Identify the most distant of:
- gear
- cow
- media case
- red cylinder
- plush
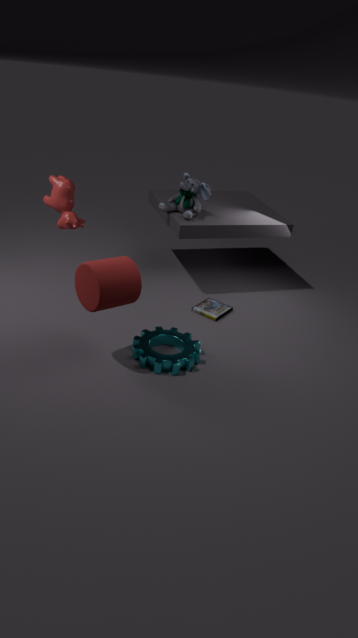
plush
